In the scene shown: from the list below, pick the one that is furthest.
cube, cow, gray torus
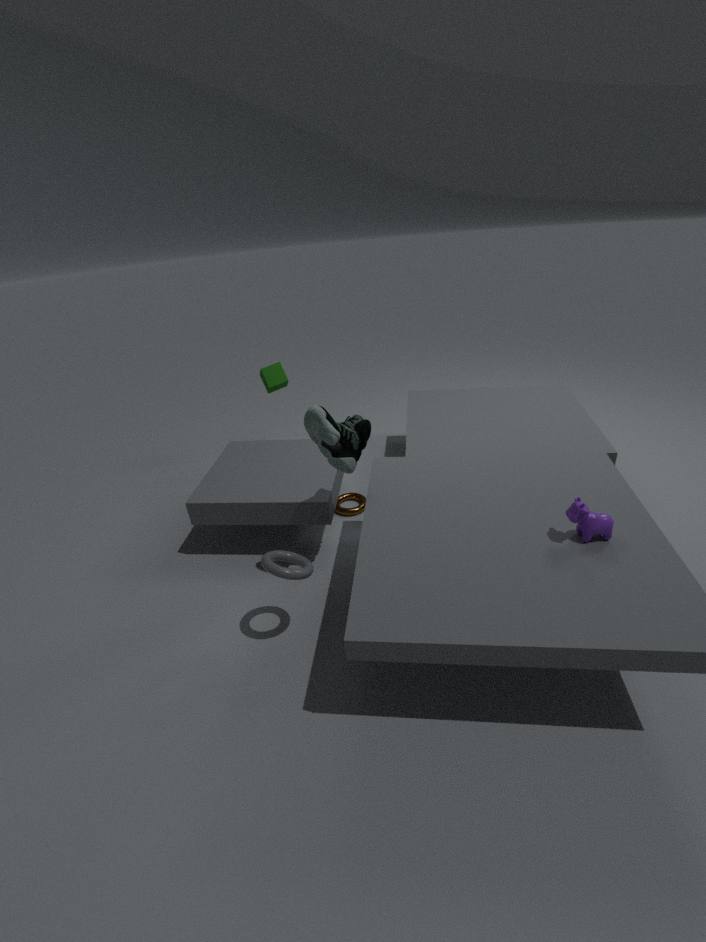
cube
